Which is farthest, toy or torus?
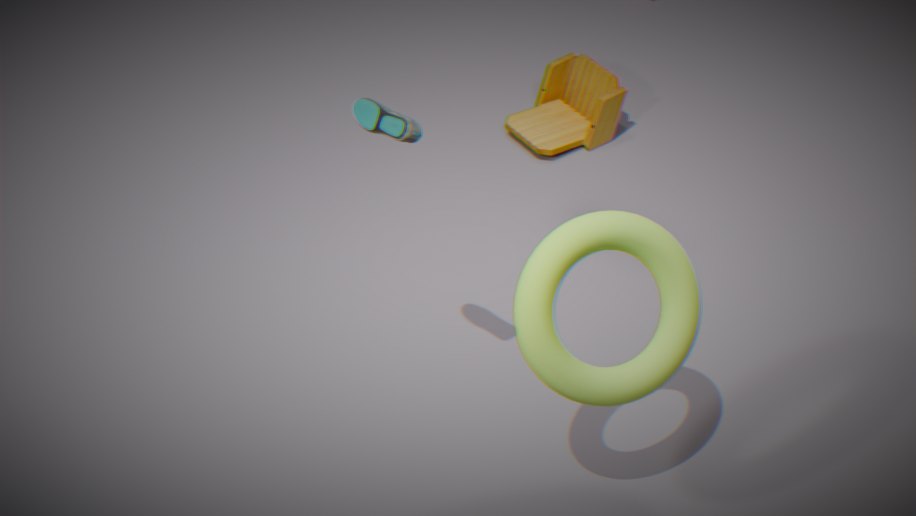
toy
